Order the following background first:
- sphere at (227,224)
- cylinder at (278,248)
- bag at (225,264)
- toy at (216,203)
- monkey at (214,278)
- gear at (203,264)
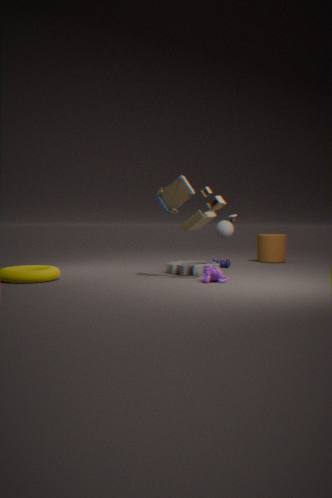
1. cylinder at (278,248)
2. bag at (225,264)
3. gear at (203,264)
4. sphere at (227,224)
5. monkey at (214,278)
6. toy at (216,203)
